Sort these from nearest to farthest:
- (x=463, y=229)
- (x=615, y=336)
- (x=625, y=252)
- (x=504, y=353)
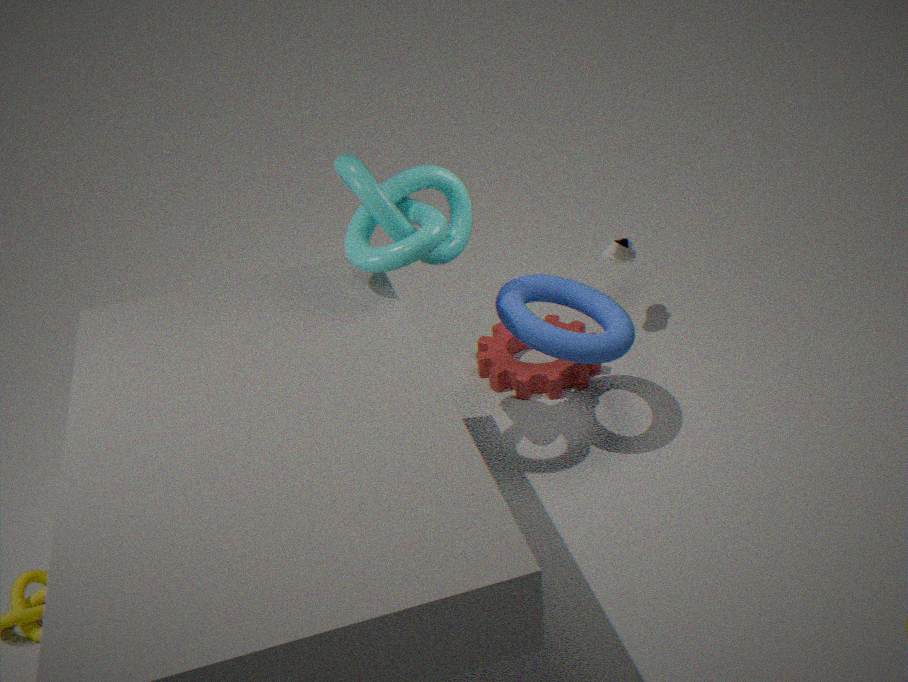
(x=463, y=229), (x=615, y=336), (x=504, y=353), (x=625, y=252)
